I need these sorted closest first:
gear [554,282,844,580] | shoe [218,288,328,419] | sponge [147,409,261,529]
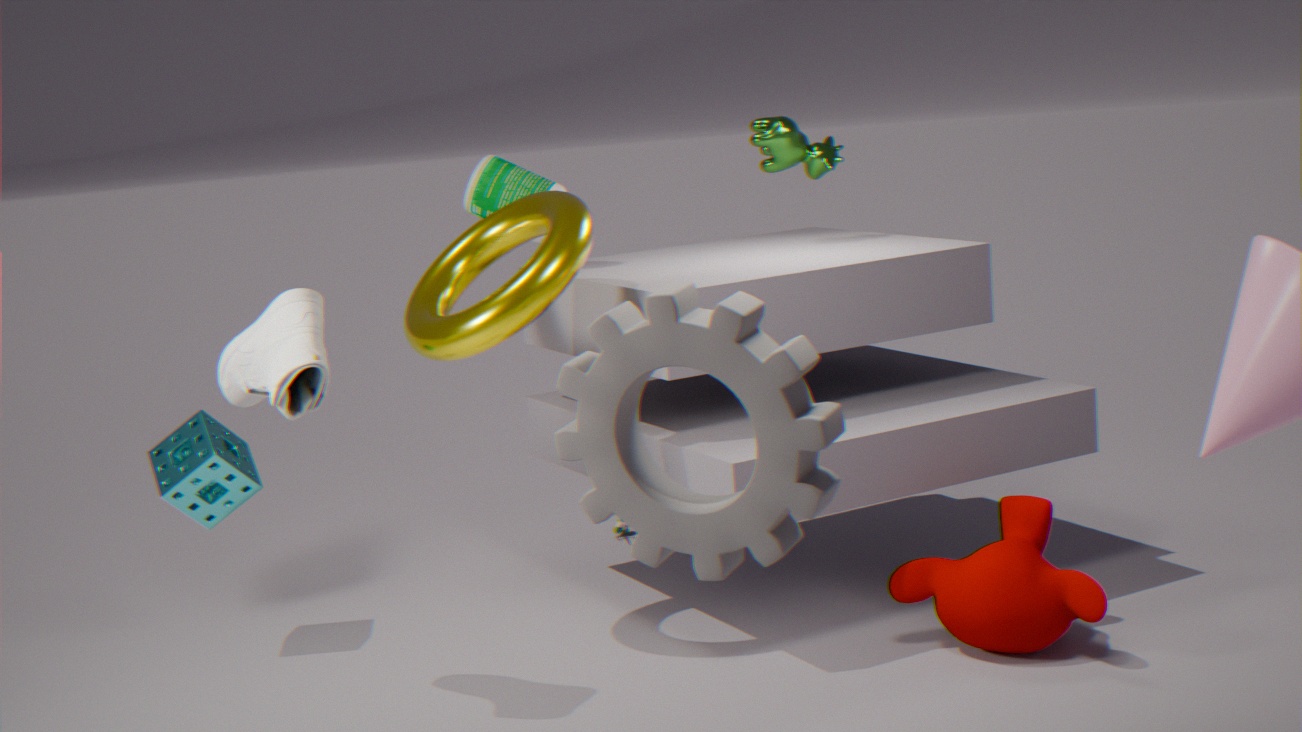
gear [554,282,844,580], shoe [218,288,328,419], sponge [147,409,261,529]
